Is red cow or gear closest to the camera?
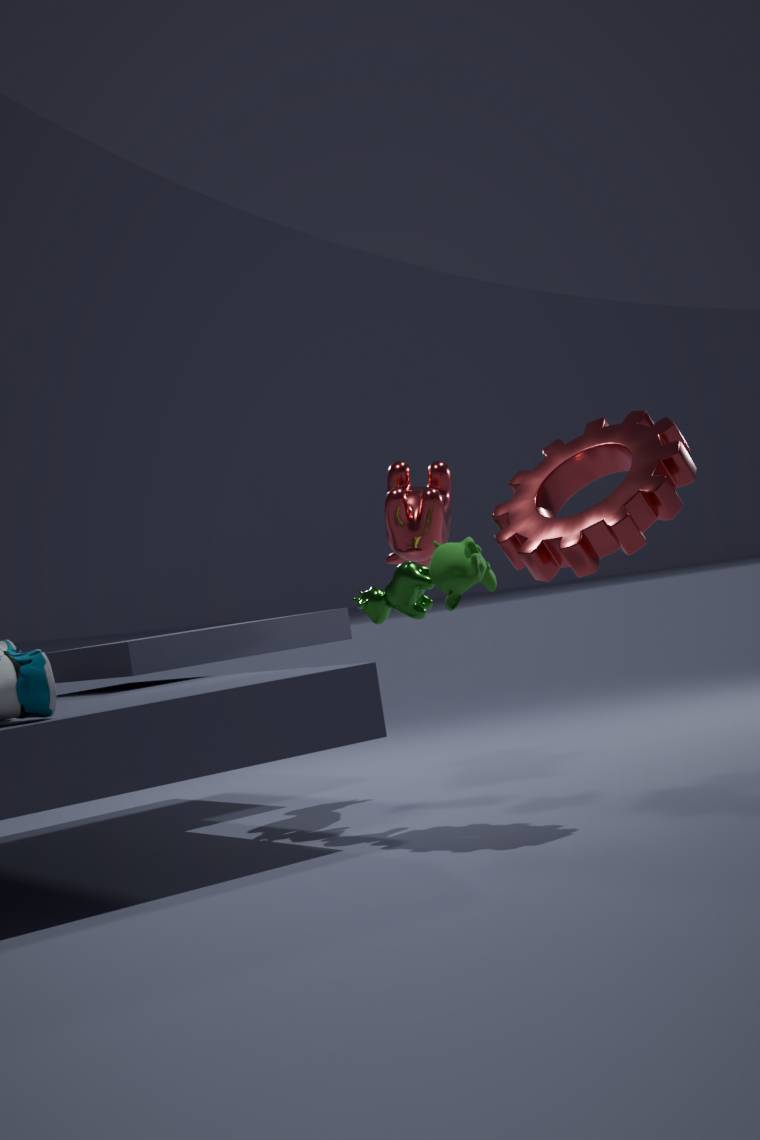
gear
